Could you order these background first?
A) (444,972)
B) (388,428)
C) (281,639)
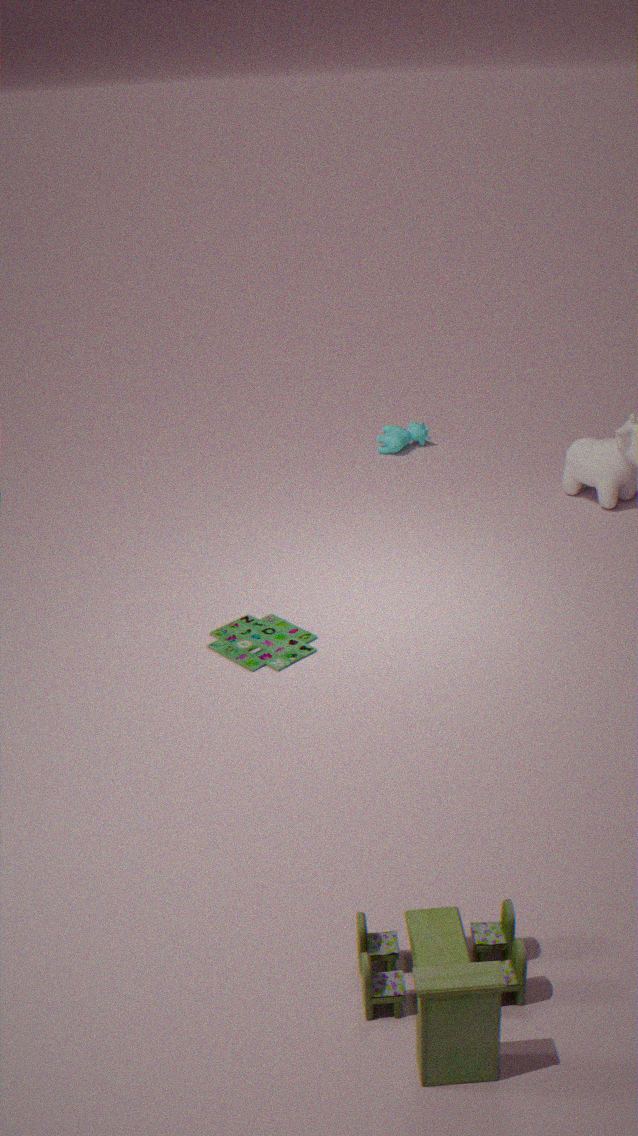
(388,428)
(281,639)
(444,972)
